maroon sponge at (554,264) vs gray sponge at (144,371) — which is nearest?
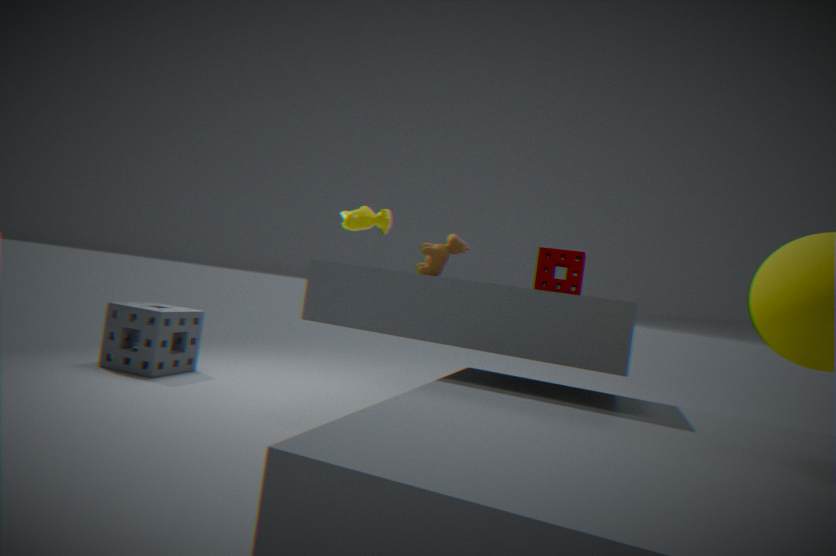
maroon sponge at (554,264)
